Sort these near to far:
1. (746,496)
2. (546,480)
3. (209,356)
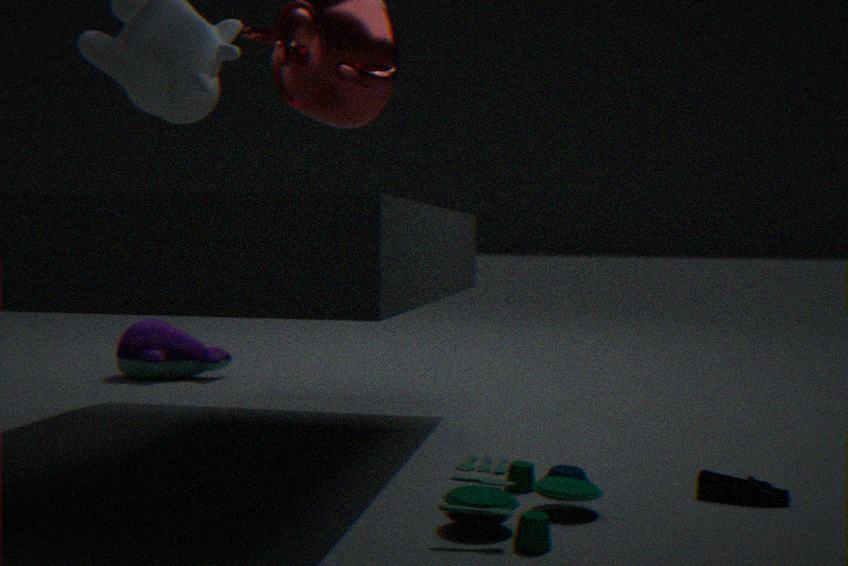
(546,480), (746,496), (209,356)
